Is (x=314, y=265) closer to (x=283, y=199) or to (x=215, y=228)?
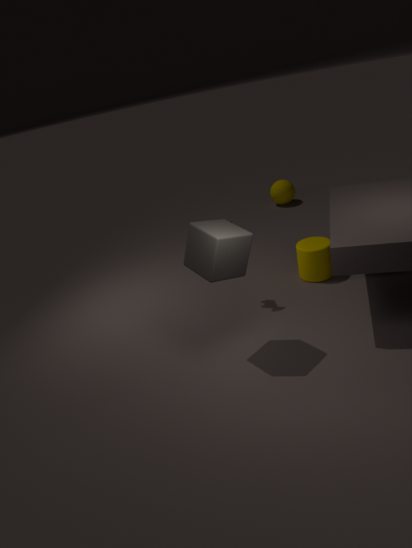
(x=215, y=228)
